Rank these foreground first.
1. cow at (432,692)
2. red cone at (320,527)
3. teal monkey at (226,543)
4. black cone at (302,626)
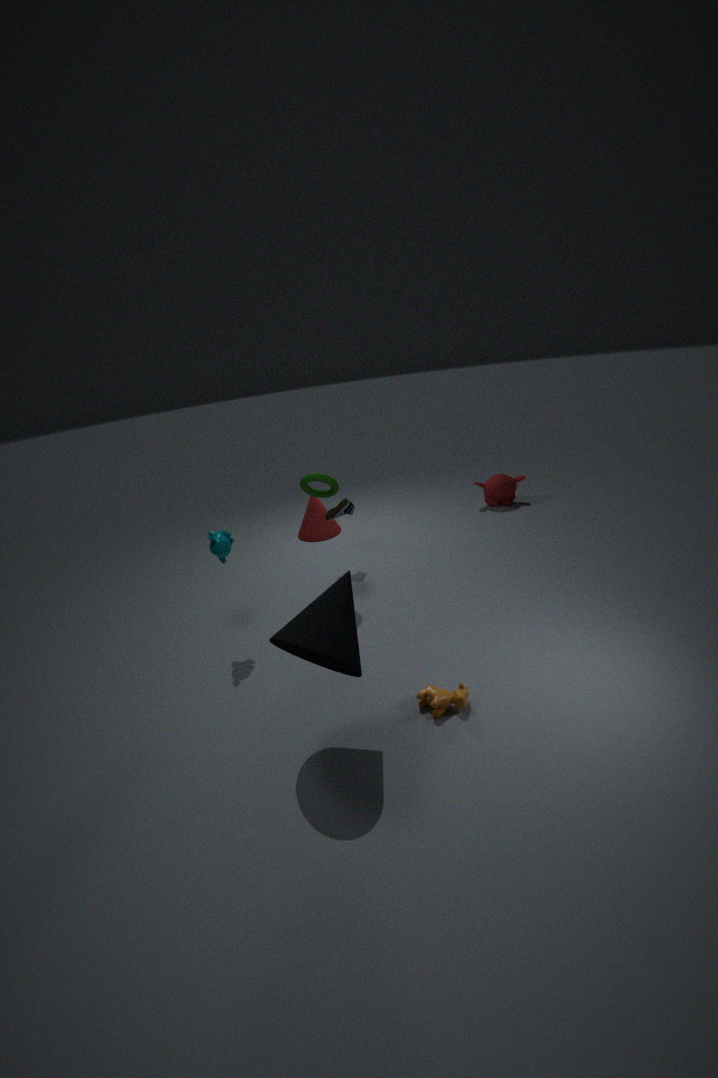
black cone at (302,626)
cow at (432,692)
teal monkey at (226,543)
red cone at (320,527)
